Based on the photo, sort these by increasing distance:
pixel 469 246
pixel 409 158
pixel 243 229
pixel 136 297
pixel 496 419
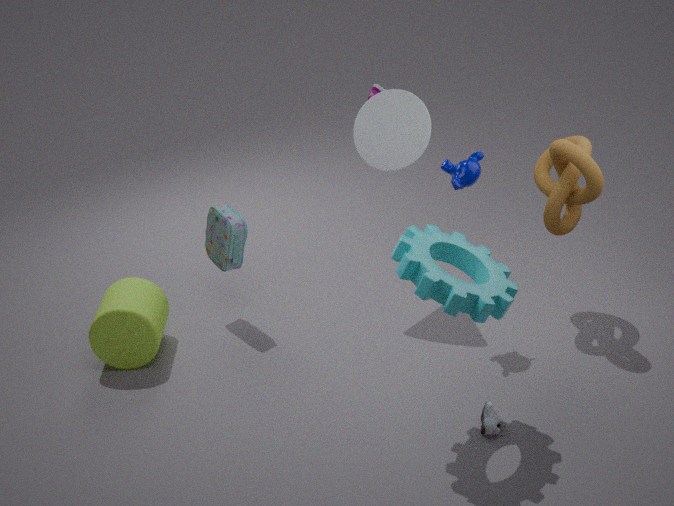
pixel 469 246, pixel 496 419, pixel 136 297, pixel 409 158, pixel 243 229
